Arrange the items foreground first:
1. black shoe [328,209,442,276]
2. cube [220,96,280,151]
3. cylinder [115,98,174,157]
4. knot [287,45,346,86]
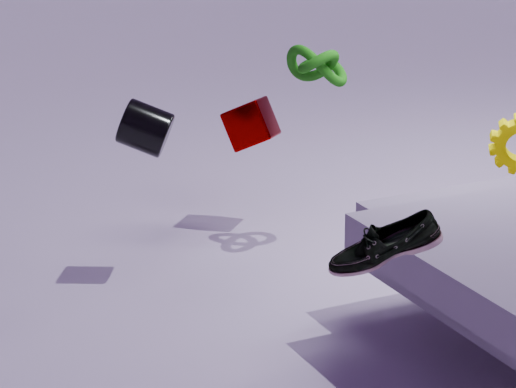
black shoe [328,209,442,276] < cylinder [115,98,174,157] < knot [287,45,346,86] < cube [220,96,280,151]
